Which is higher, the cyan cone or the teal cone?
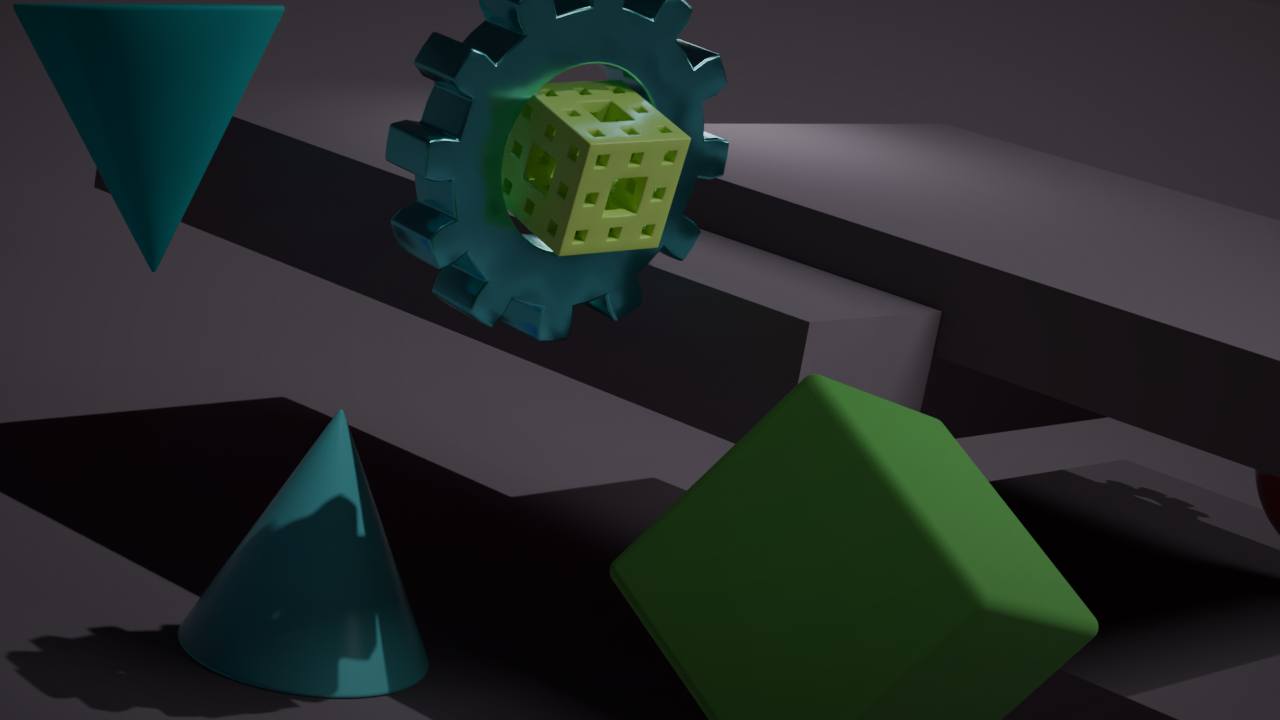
the teal cone
